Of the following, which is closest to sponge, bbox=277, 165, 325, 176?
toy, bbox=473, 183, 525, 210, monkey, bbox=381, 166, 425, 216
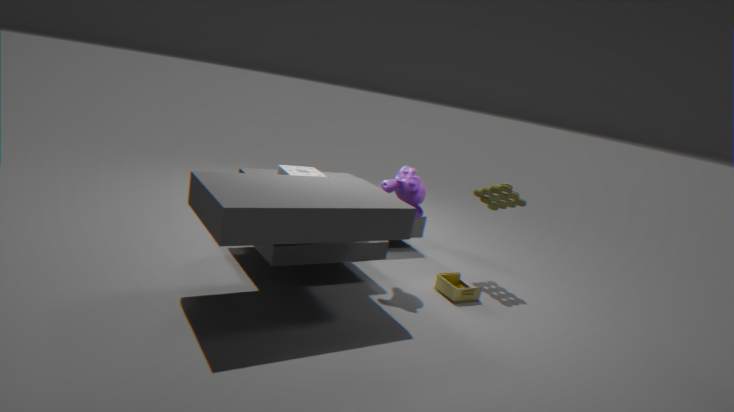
monkey, bbox=381, 166, 425, 216
